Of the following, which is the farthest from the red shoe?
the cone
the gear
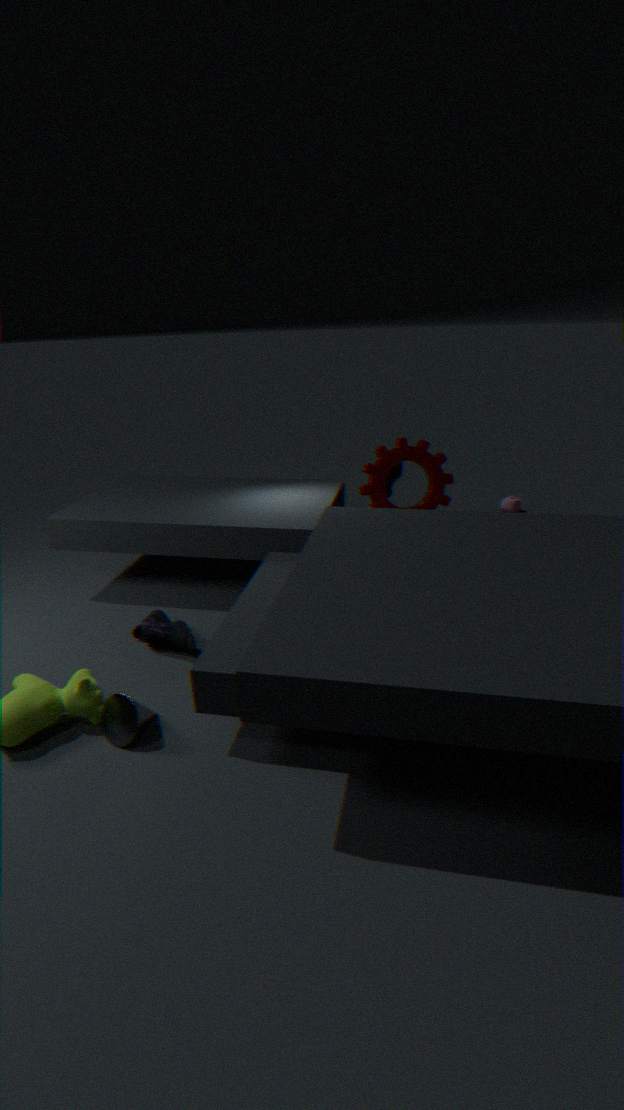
the cone
